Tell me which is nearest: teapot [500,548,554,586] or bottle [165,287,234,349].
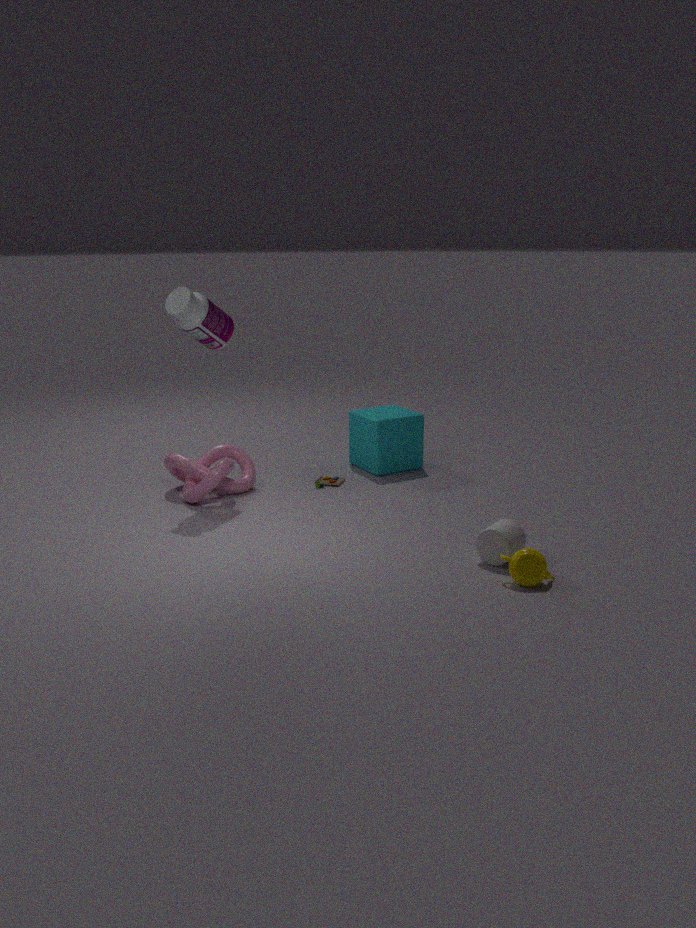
teapot [500,548,554,586]
